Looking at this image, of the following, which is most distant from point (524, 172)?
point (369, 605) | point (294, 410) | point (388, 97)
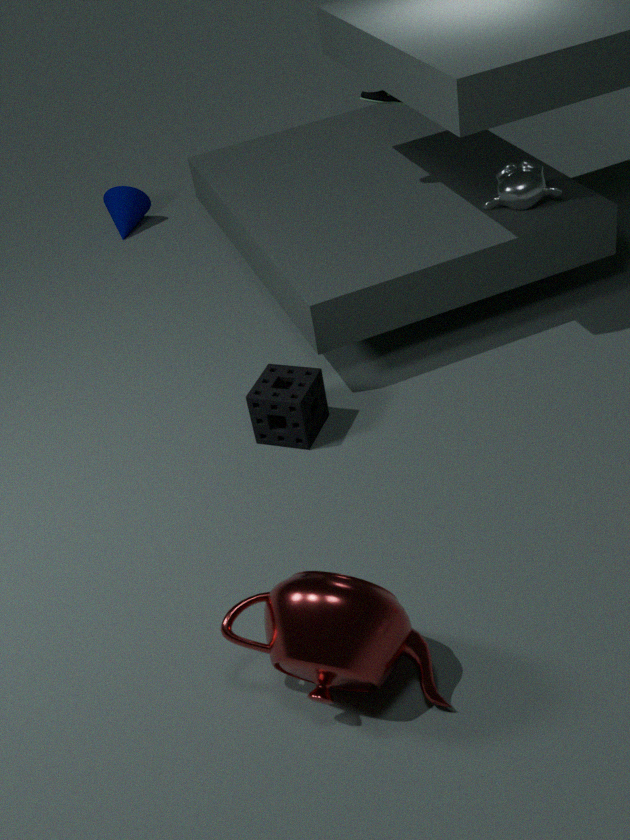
point (369, 605)
